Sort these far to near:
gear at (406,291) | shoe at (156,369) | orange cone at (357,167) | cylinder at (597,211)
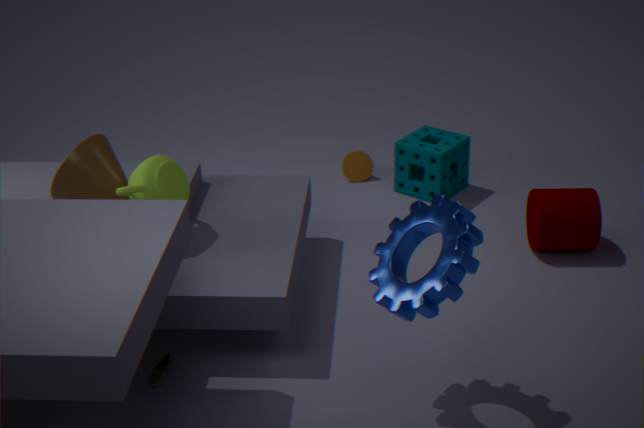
orange cone at (357,167), cylinder at (597,211), shoe at (156,369), gear at (406,291)
